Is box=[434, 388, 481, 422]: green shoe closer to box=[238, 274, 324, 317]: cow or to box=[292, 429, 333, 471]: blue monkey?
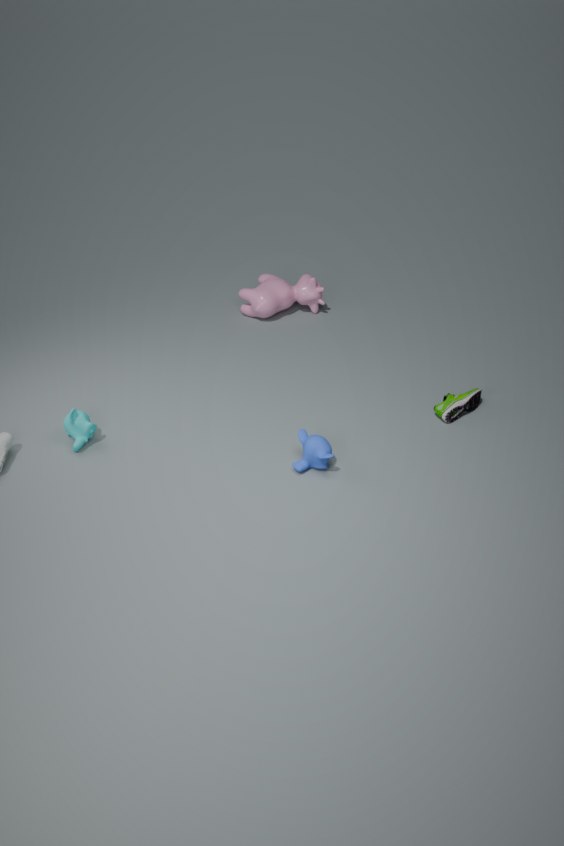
box=[292, 429, 333, 471]: blue monkey
